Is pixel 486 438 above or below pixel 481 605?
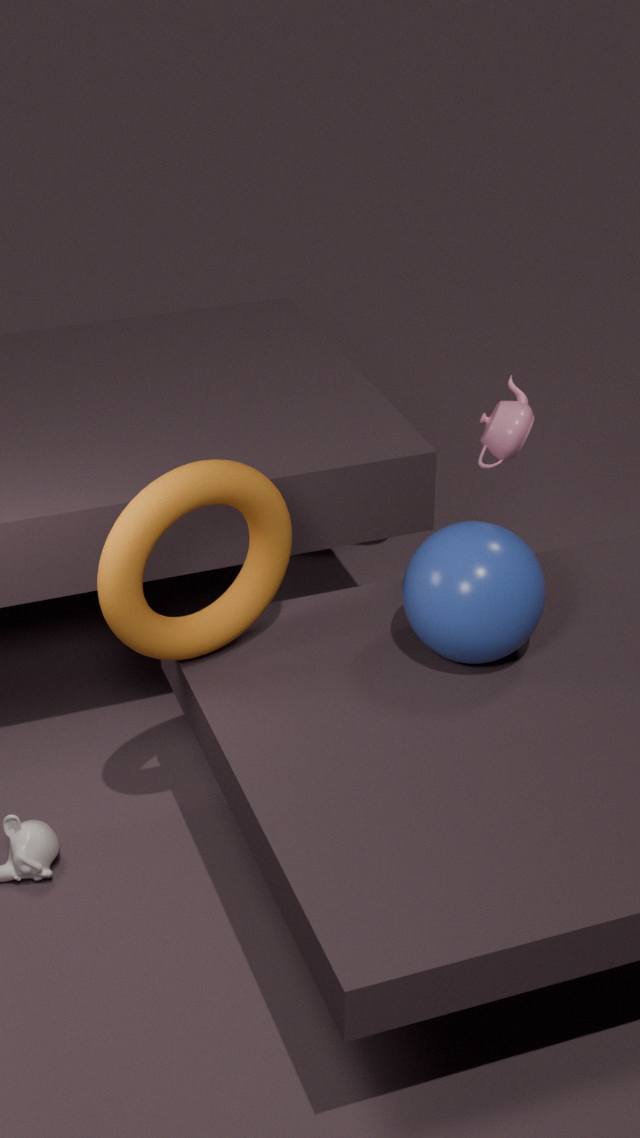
above
